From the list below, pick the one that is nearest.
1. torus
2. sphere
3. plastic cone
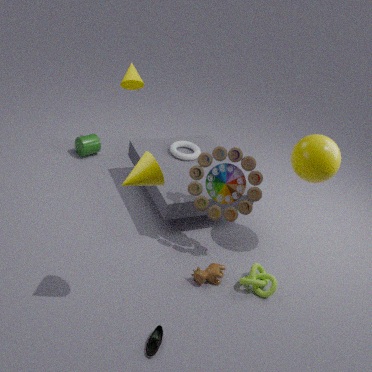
plastic cone
